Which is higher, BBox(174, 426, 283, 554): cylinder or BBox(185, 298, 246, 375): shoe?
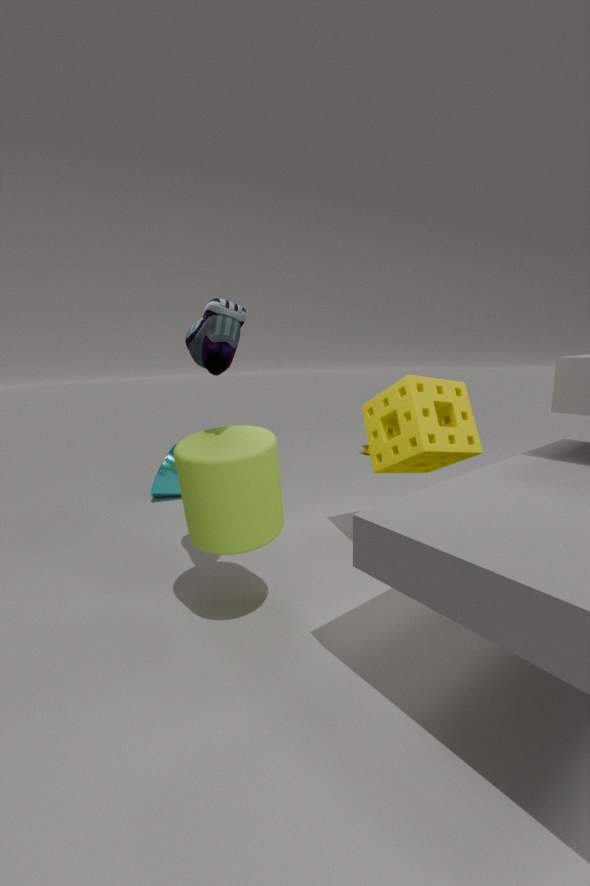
BBox(185, 298, 246, 375): shoe
